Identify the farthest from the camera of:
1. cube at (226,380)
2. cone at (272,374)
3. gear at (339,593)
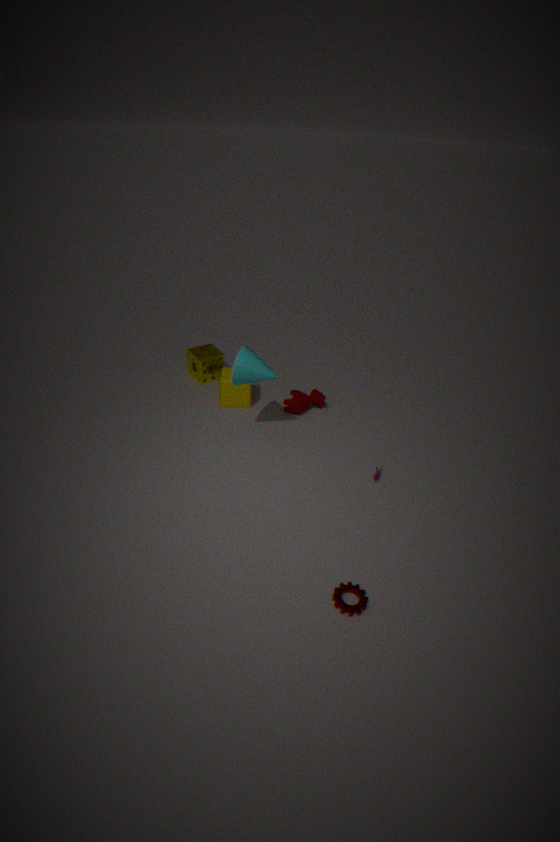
cube at (226,380)
